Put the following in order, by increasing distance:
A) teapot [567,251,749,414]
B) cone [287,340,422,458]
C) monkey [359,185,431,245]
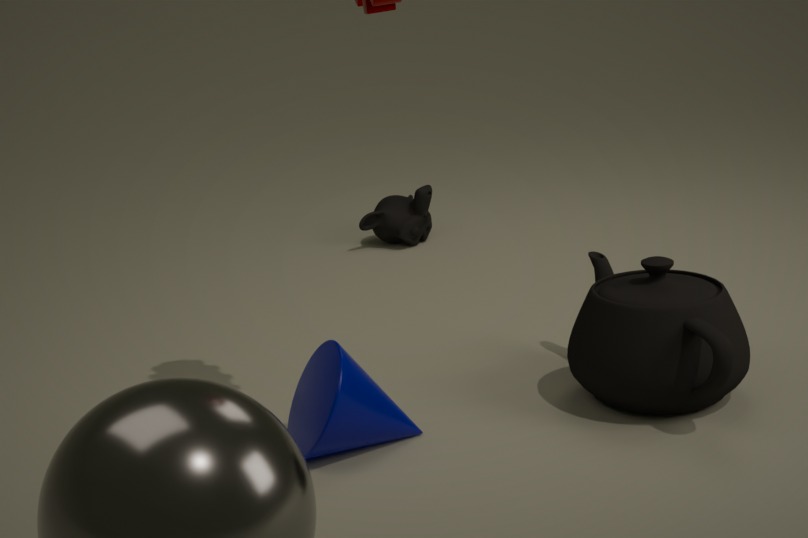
cone [287,340,422,458] < teapot [567,251,749,414] < monkey [359,185,431,245]
